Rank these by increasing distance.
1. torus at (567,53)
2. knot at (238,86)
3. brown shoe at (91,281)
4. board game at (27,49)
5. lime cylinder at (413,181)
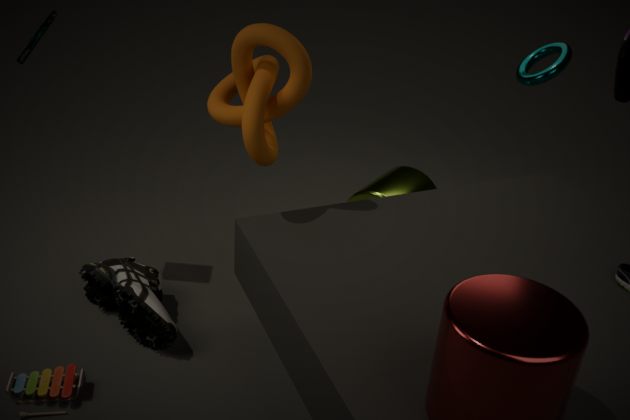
knot at (238,86)
board game at (27,49)
brown shoe at (91,281)
torus at (567,53)
lime cylinder at (413,181)
